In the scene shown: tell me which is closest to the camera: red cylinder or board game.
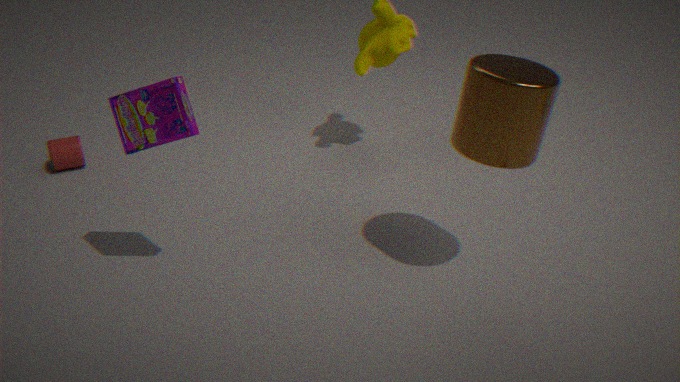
board game
